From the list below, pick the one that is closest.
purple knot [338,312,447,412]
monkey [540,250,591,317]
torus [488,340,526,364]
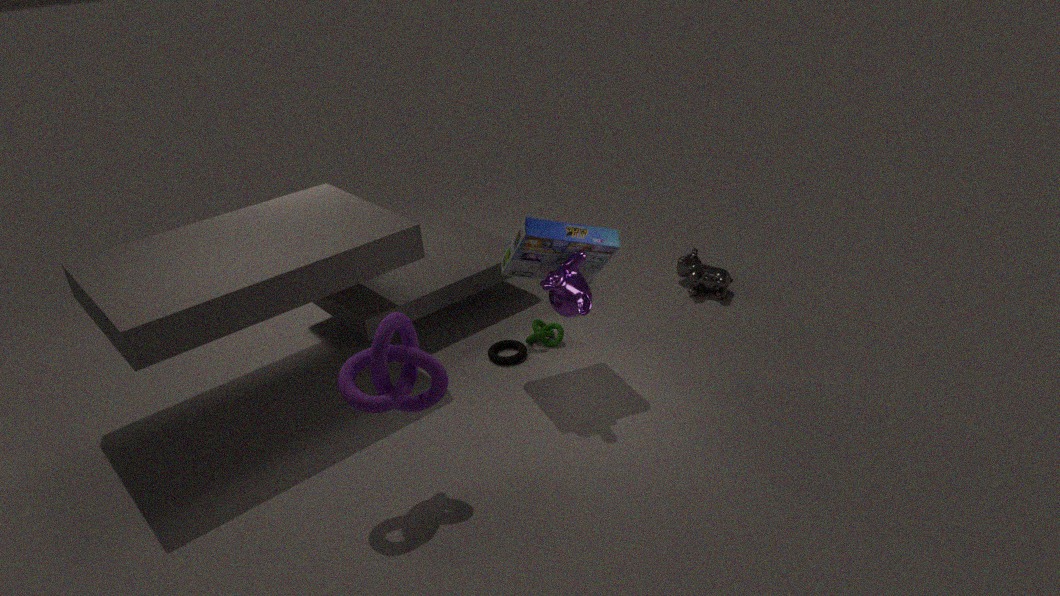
purple knot [338,312,447,412]
